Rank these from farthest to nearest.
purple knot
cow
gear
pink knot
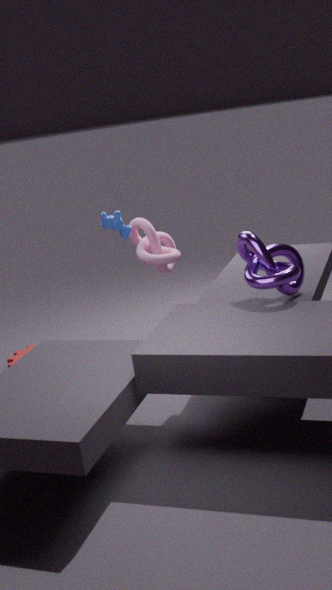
gear < pink knot < cow < purple knot
